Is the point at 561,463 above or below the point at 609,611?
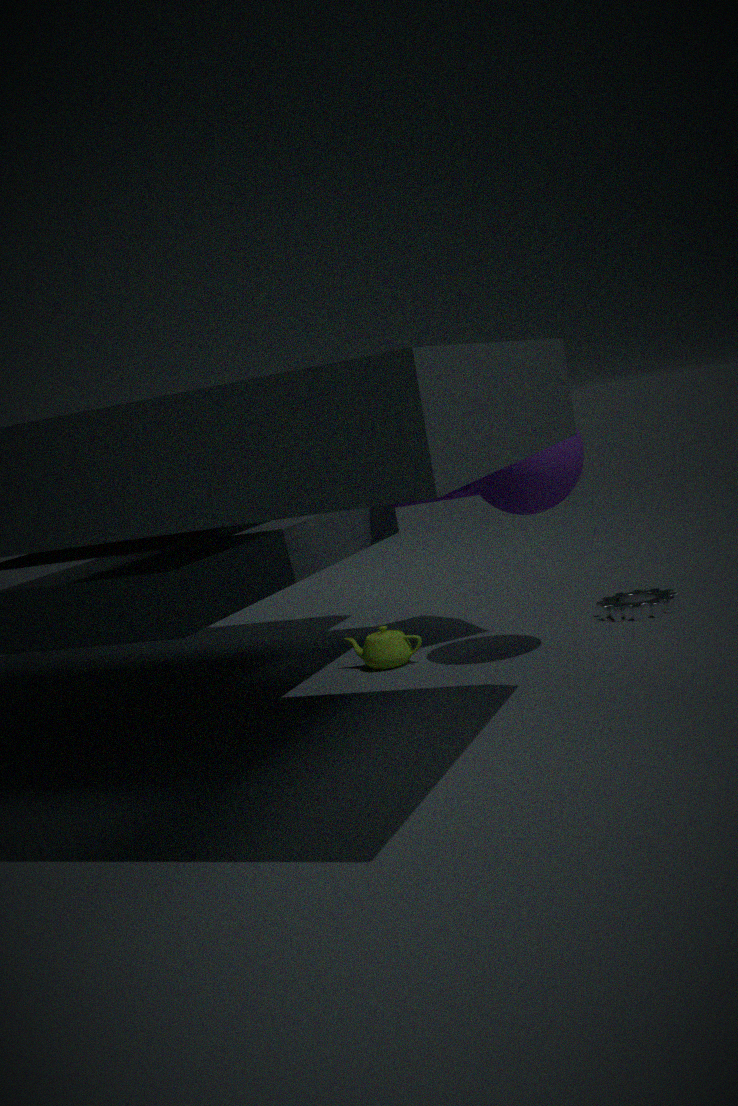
above
